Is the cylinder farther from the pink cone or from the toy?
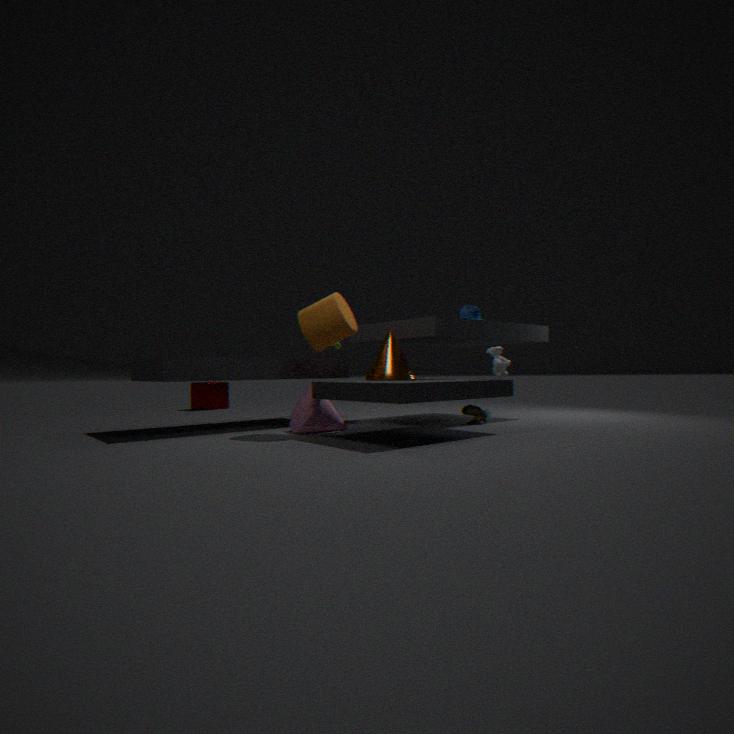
the toy
